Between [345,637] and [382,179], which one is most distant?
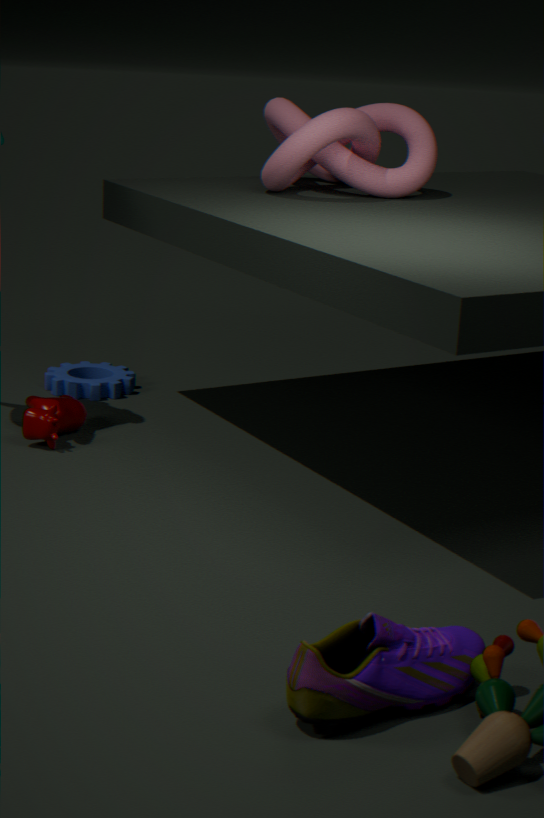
[382,179]
